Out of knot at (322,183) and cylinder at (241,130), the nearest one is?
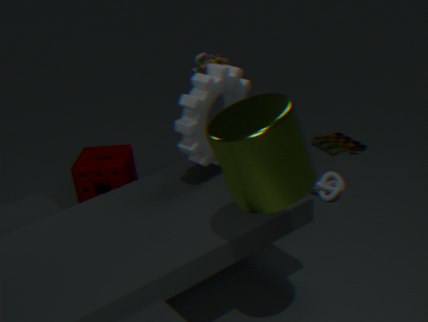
cylinder at (241,130)
